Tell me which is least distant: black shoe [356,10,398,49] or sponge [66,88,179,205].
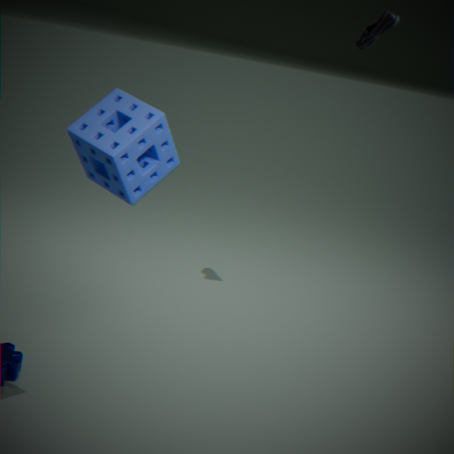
sponge [66,88,179,205]
